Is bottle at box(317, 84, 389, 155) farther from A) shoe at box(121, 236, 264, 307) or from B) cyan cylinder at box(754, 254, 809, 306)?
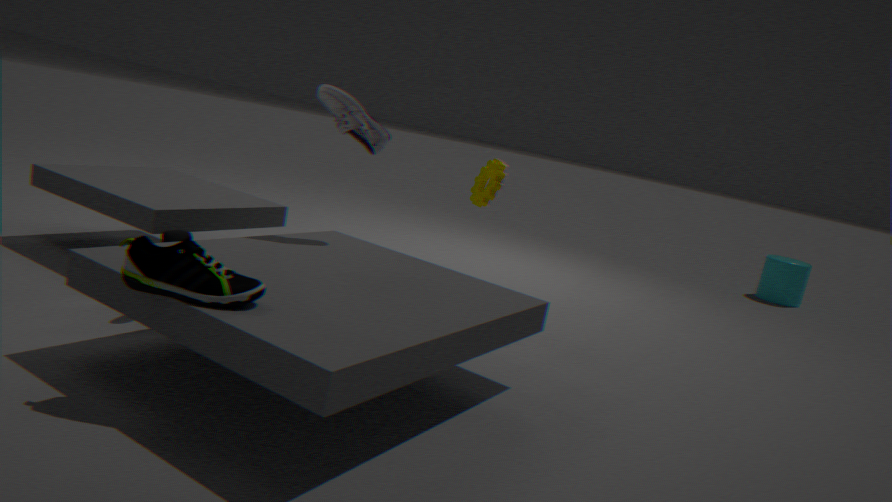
B) cyan cylinder at box(754, 254, 809, 306)
